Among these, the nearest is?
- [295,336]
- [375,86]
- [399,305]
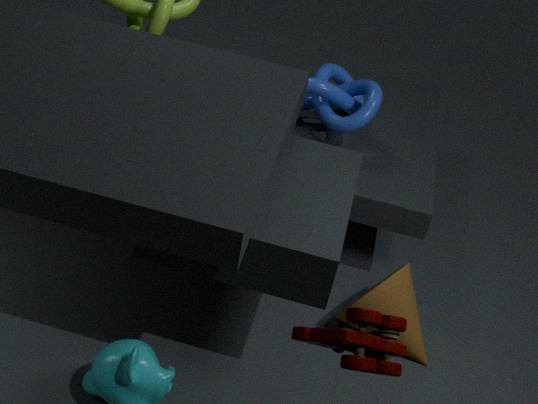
[295,336]
